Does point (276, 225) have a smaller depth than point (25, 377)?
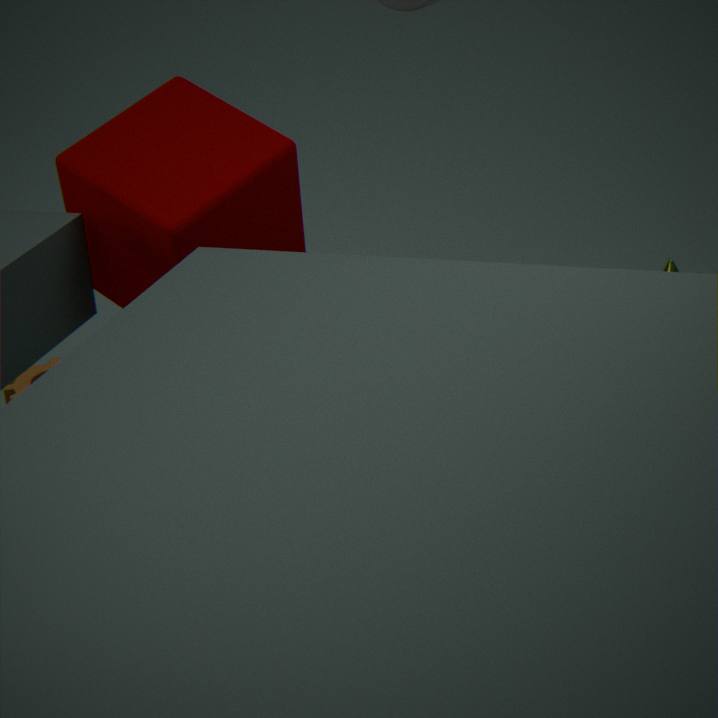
Yes
